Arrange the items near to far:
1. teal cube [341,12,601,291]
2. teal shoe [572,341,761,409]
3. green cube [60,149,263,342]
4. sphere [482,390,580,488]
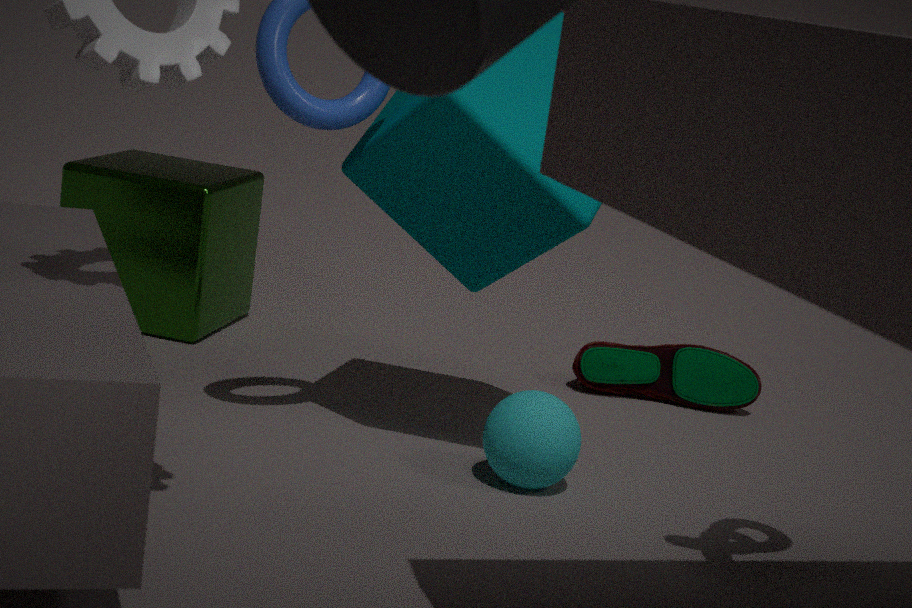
teal cube [341,12,601,291] < sphere [482,390,580,488] < green cube [60,149,263,342] < teal shoe [572,341,761,409]
